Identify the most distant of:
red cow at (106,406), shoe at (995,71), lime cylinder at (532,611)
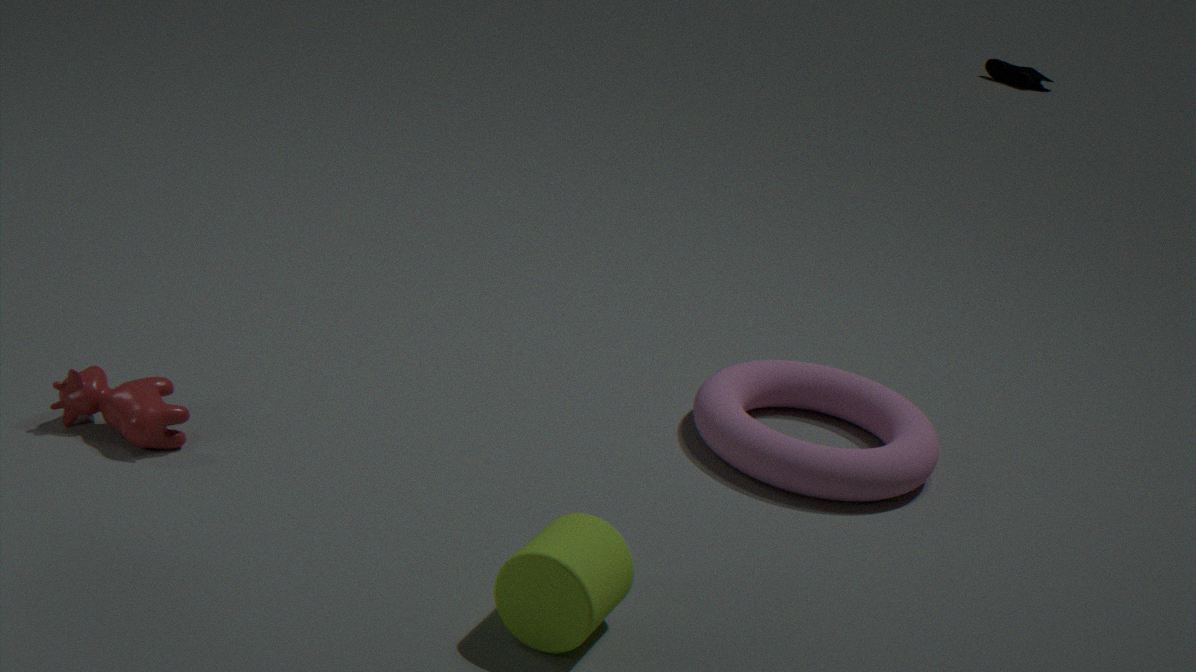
shoe at (995,71)
